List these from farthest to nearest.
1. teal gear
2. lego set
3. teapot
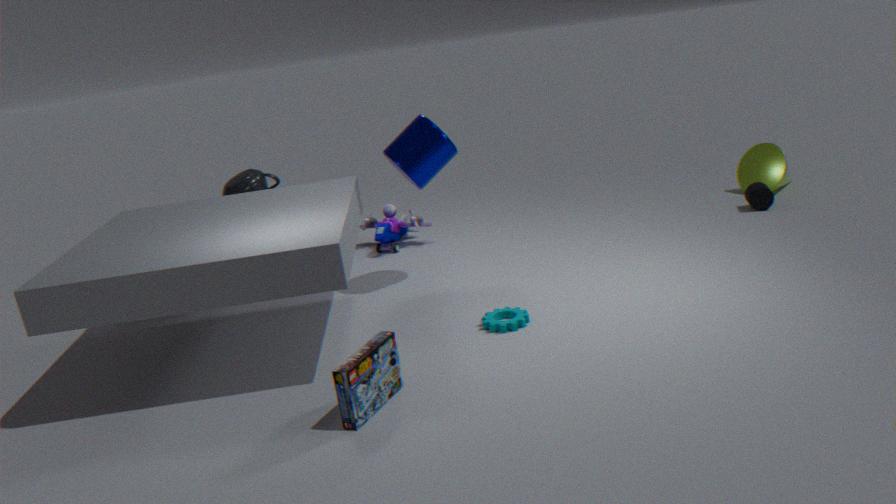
1. teapot
2. teal gear
3. lego set
